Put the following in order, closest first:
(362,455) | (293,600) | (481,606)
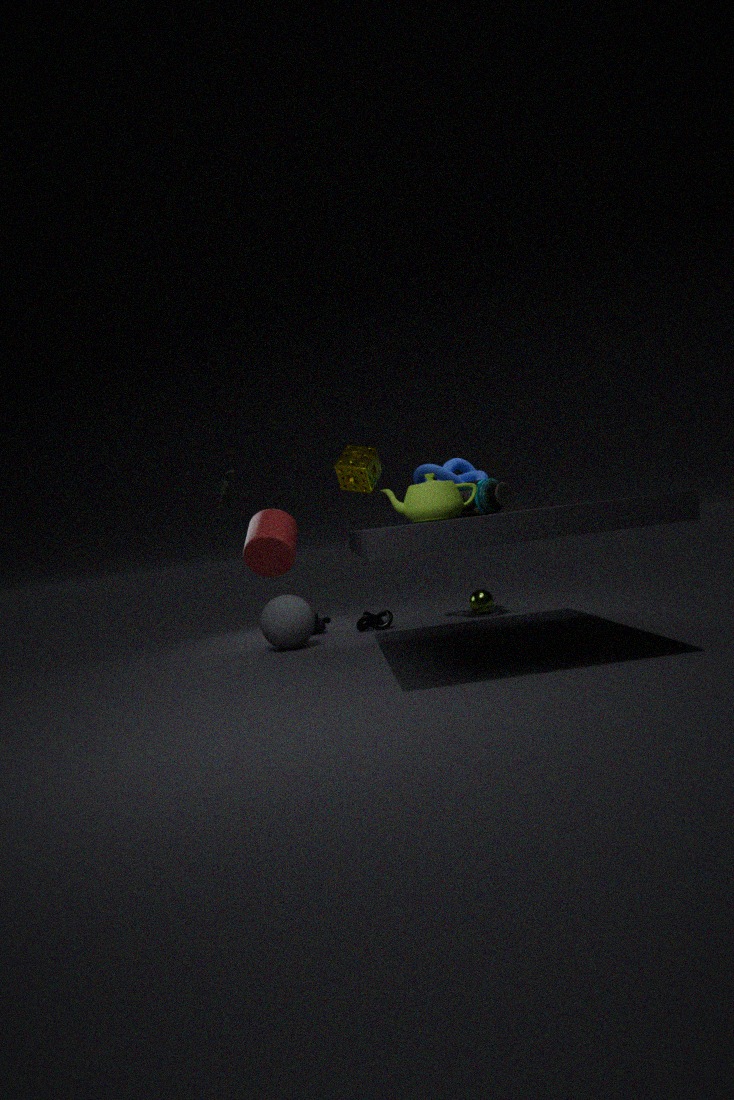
(362,455)
(293,600)
(481,606)
